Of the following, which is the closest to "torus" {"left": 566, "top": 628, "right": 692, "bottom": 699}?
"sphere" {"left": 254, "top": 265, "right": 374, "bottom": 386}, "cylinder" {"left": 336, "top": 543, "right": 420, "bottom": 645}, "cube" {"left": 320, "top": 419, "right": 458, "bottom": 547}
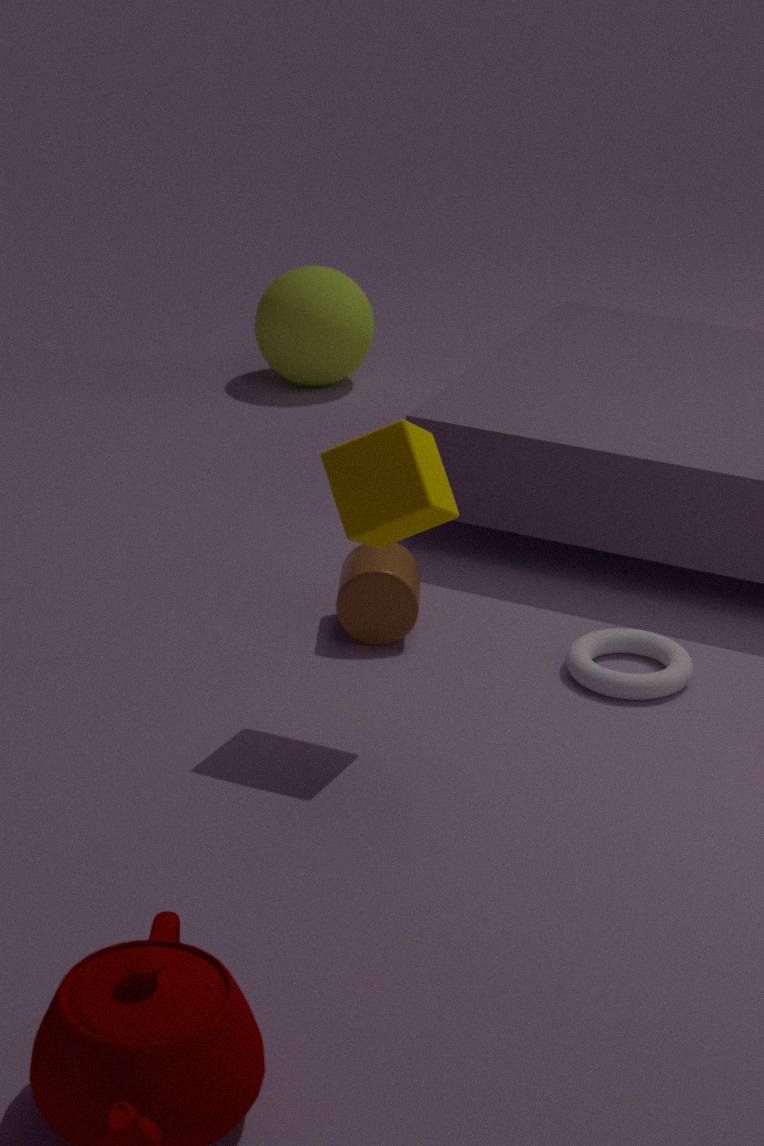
"cylinder" {"left": 336, "top": 543, "right": 420, "bottom": 645}
